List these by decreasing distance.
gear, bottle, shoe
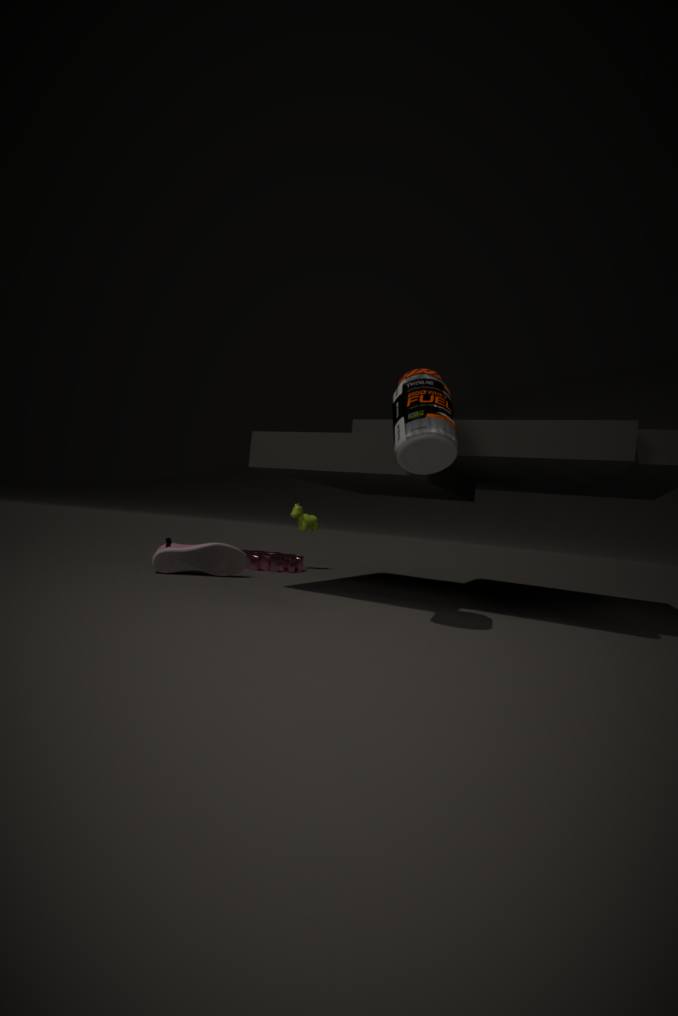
gear
shoe
bottle
